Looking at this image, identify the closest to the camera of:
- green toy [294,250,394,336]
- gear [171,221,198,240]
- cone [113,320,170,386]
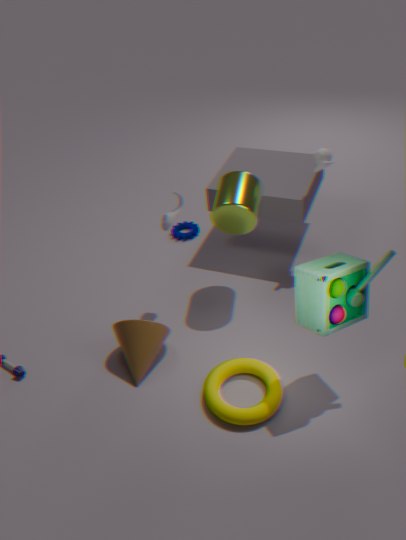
green toy [294,250,394,336]
